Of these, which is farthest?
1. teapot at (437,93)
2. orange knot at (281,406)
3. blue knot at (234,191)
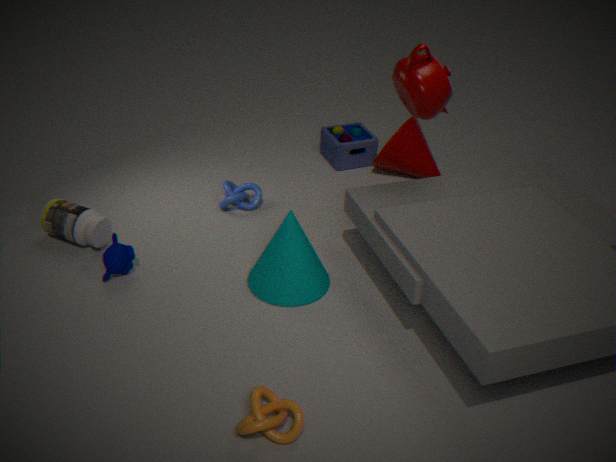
blue knot at (234,191)
